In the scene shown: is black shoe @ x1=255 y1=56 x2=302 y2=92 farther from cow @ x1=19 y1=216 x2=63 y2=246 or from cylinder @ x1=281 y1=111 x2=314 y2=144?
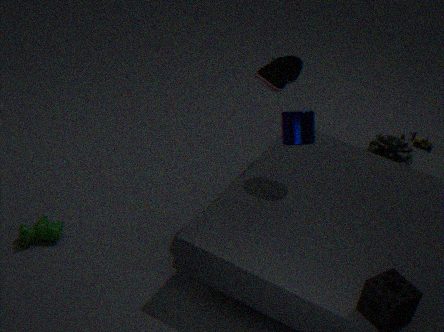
cow @ x1=19 y1=216 x2=63 y2=246
